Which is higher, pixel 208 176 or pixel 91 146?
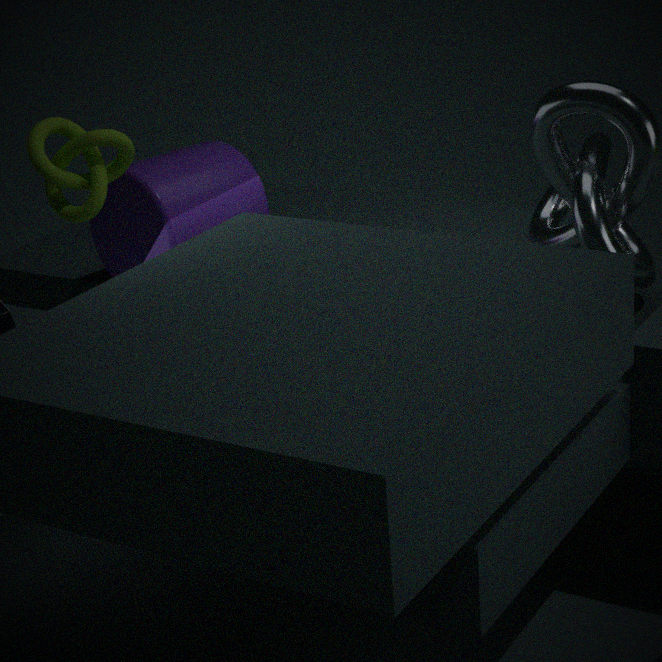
pixel 91 146
